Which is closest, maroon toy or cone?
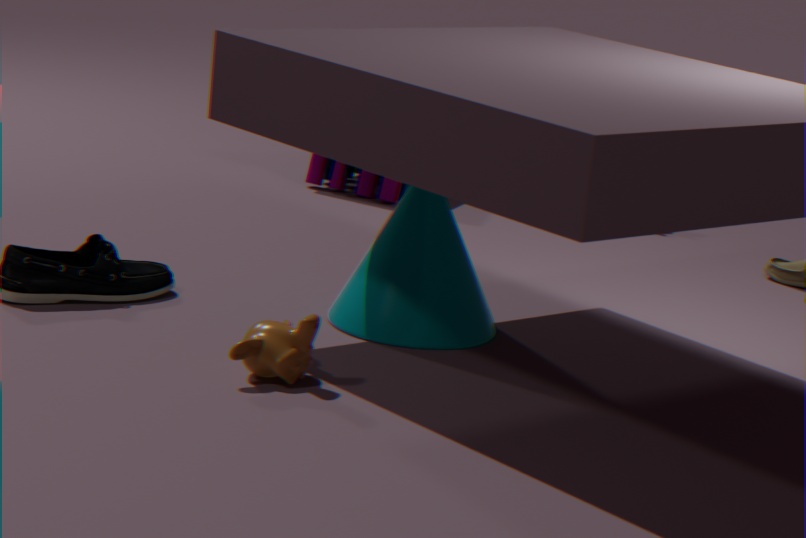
cone
